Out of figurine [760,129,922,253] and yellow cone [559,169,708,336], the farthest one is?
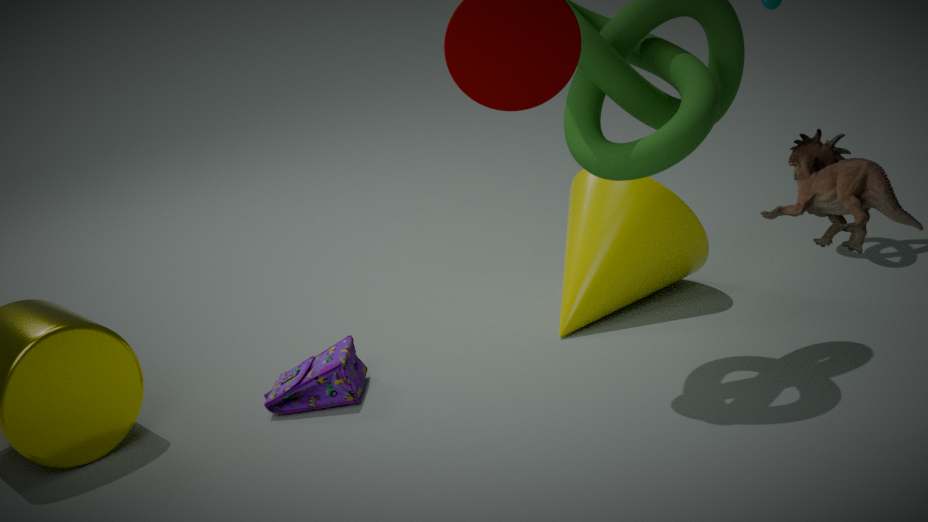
yellow cone [559,169,708,336]
